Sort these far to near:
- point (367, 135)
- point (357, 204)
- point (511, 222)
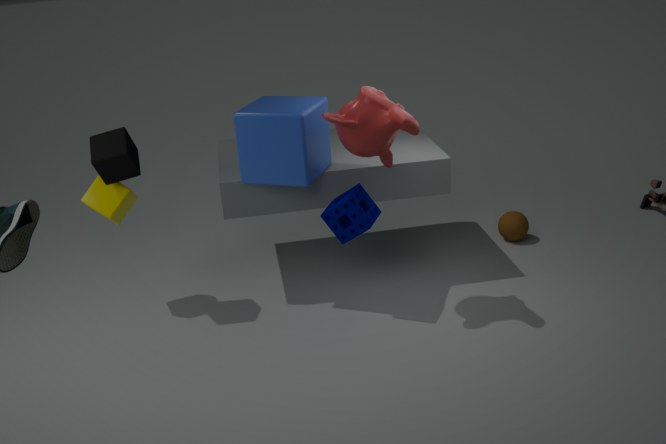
point (511, 222) < point (357, 204) < point (367, 135)
